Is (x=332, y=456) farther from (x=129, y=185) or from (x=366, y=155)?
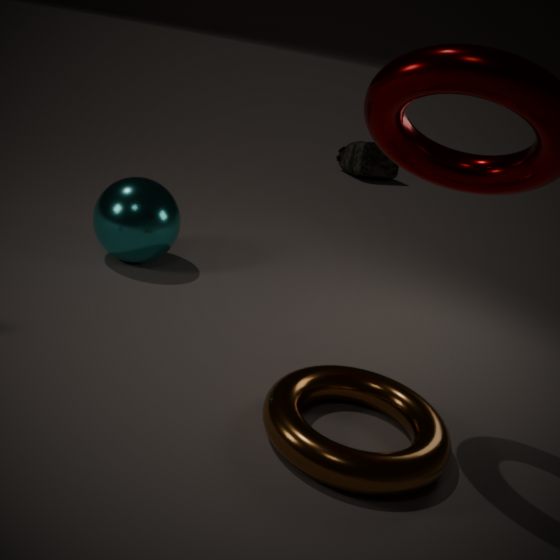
(x=366, y=155)
